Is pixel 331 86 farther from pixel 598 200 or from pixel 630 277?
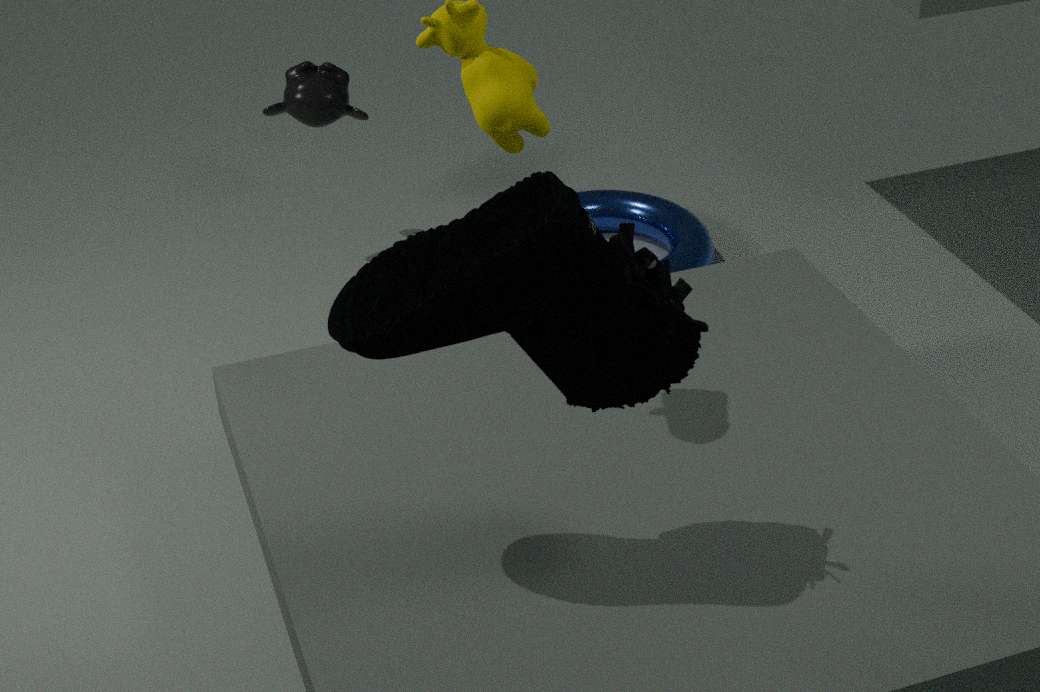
pixel 630 277
